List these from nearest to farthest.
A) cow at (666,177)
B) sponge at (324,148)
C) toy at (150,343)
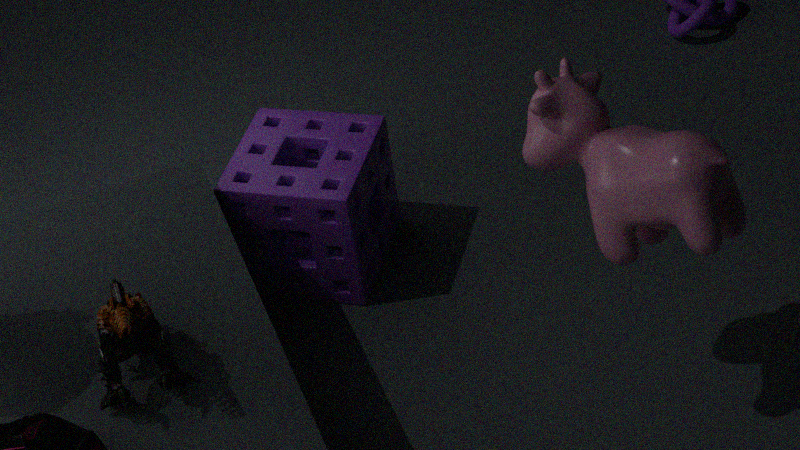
cow at (666,177) < toy at (150,343) < sponge at (324,148)
